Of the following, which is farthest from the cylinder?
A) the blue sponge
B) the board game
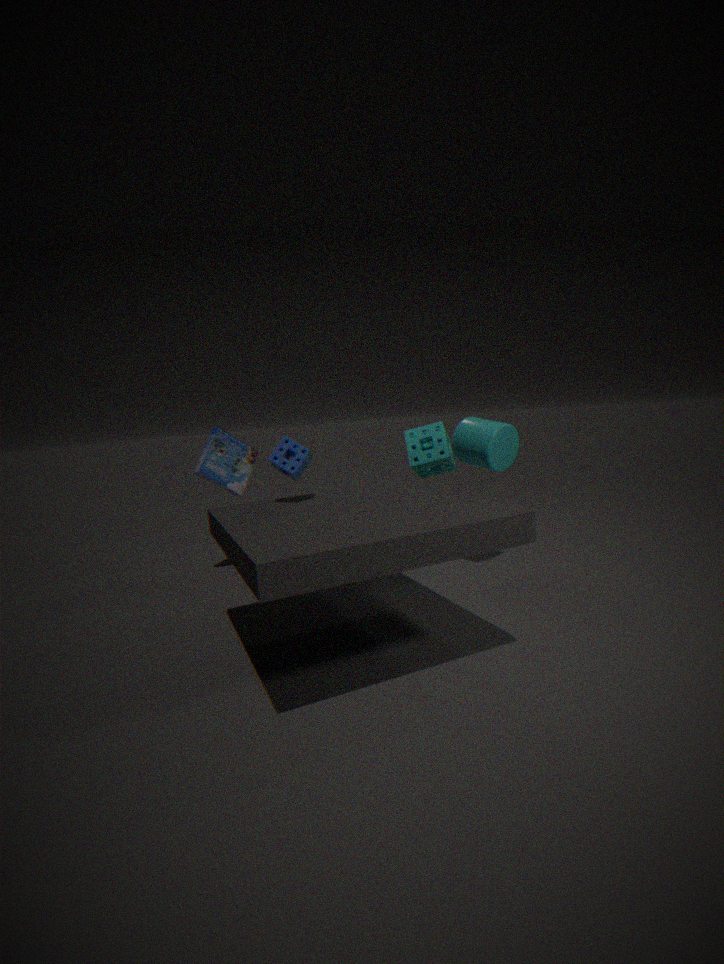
the board game
